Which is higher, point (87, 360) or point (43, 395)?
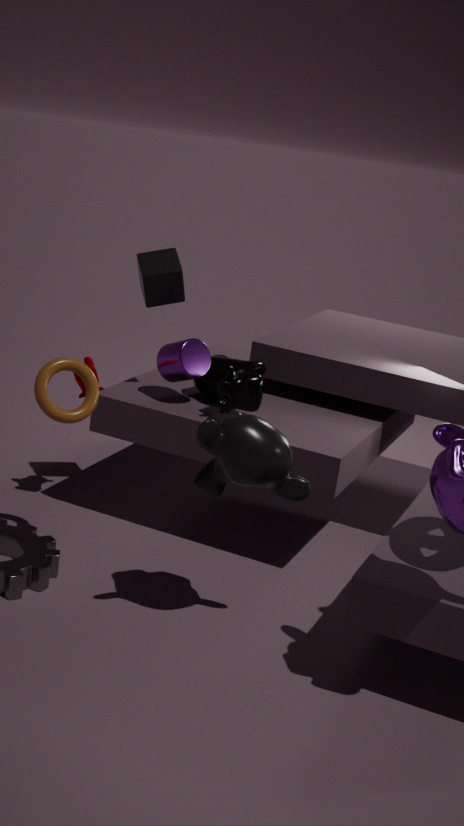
point (43, 395)
